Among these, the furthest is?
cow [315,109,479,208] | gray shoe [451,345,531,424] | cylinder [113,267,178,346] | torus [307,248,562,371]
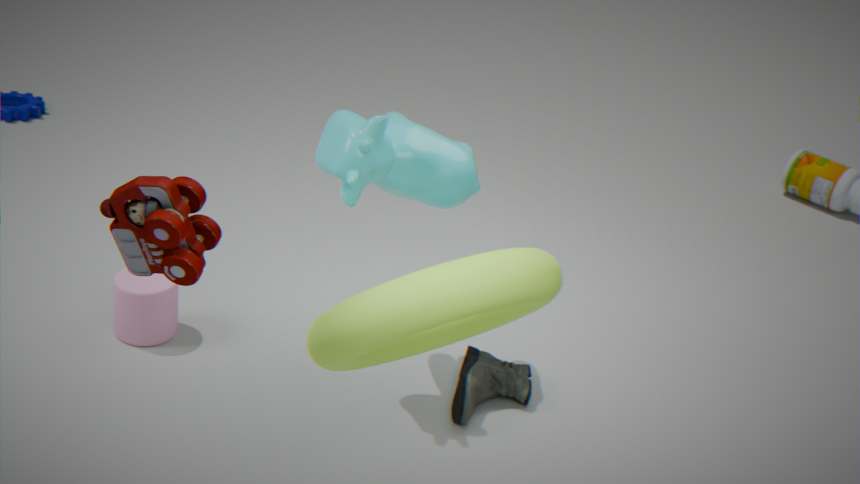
cylinder [113,267,178,346]
